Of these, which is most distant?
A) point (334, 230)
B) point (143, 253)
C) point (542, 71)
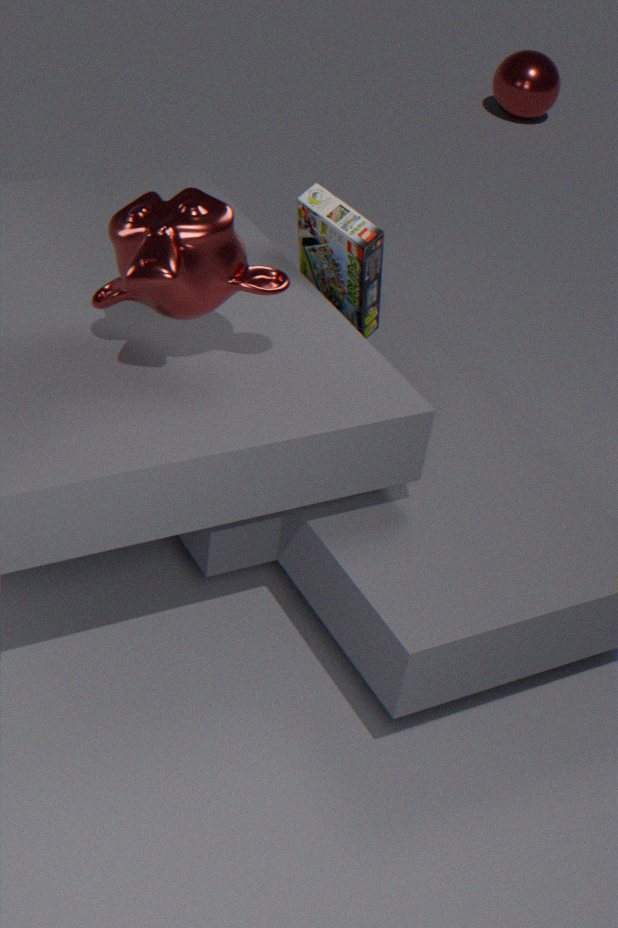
point (542, 71)
